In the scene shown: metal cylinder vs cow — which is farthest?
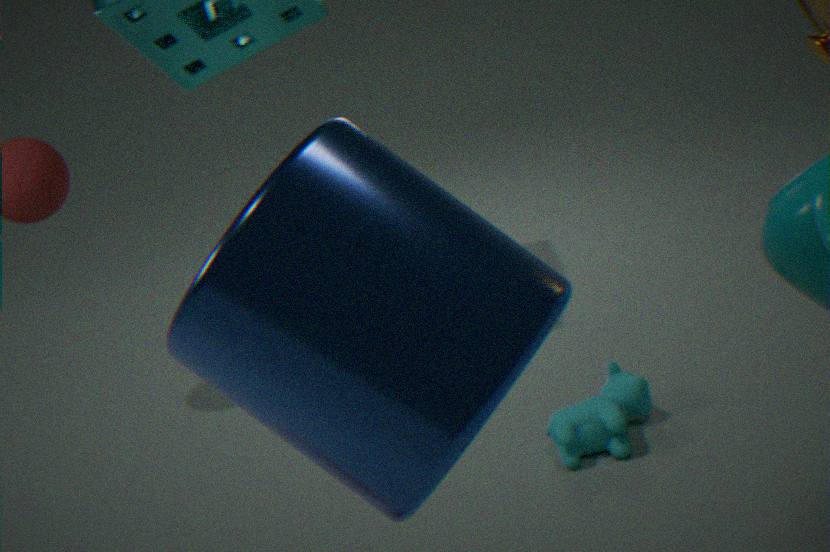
cow
